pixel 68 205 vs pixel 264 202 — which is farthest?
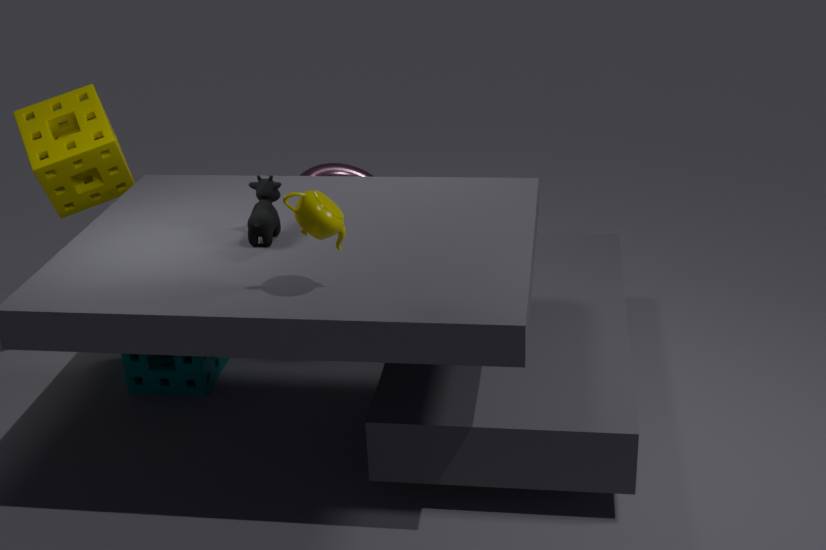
pixel 68 205
